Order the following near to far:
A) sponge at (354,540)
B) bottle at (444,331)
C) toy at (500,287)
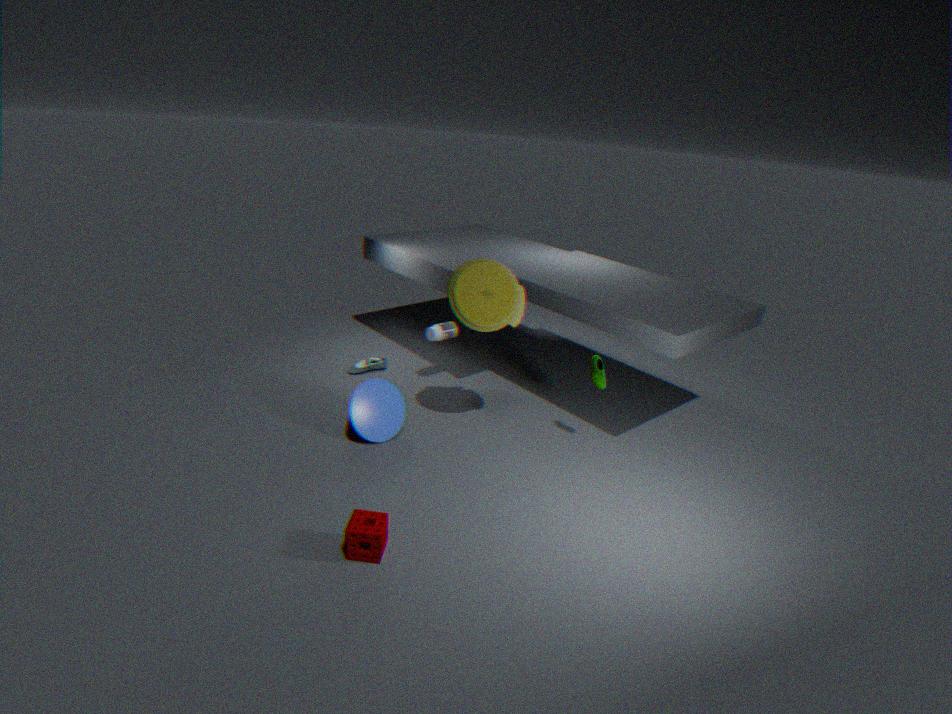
sponge at (354,540) < toy at (500,287) < bottle at (444,331)
